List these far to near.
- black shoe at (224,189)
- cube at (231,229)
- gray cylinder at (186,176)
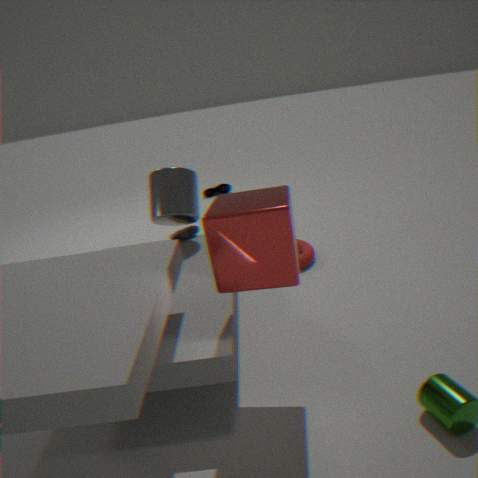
1. black shoe at (224,189)
2. gray cylinder at (186,176)
3. cube at (231,229)
